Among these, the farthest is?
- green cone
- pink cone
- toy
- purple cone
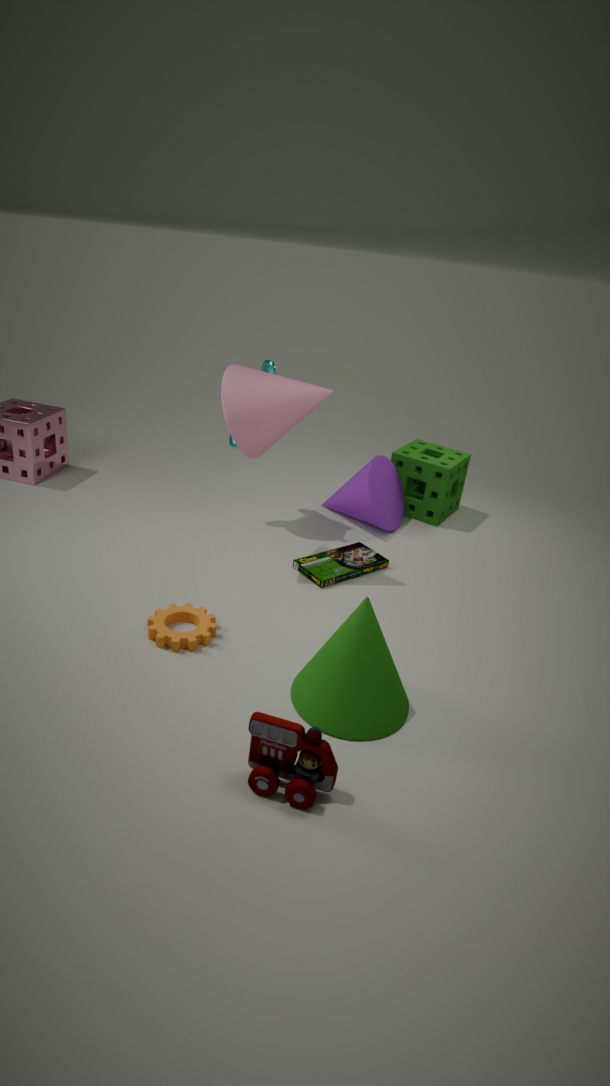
purple cone
